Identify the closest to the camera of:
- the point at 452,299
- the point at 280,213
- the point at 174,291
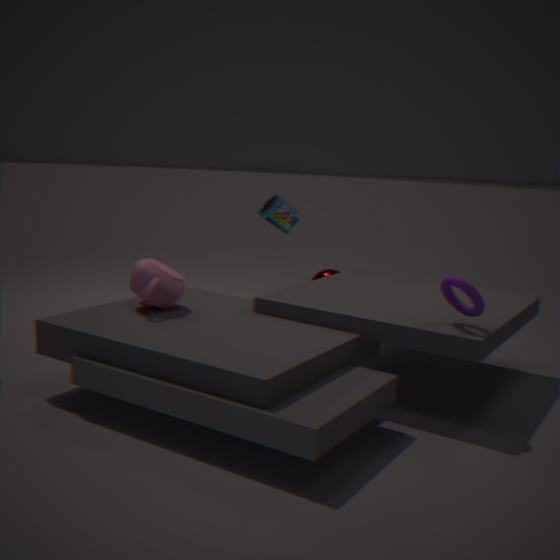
the point at 452,299
